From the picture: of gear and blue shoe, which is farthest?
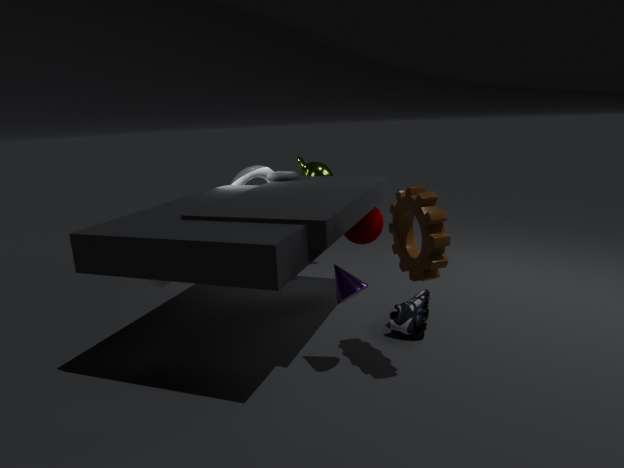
blue shoe
